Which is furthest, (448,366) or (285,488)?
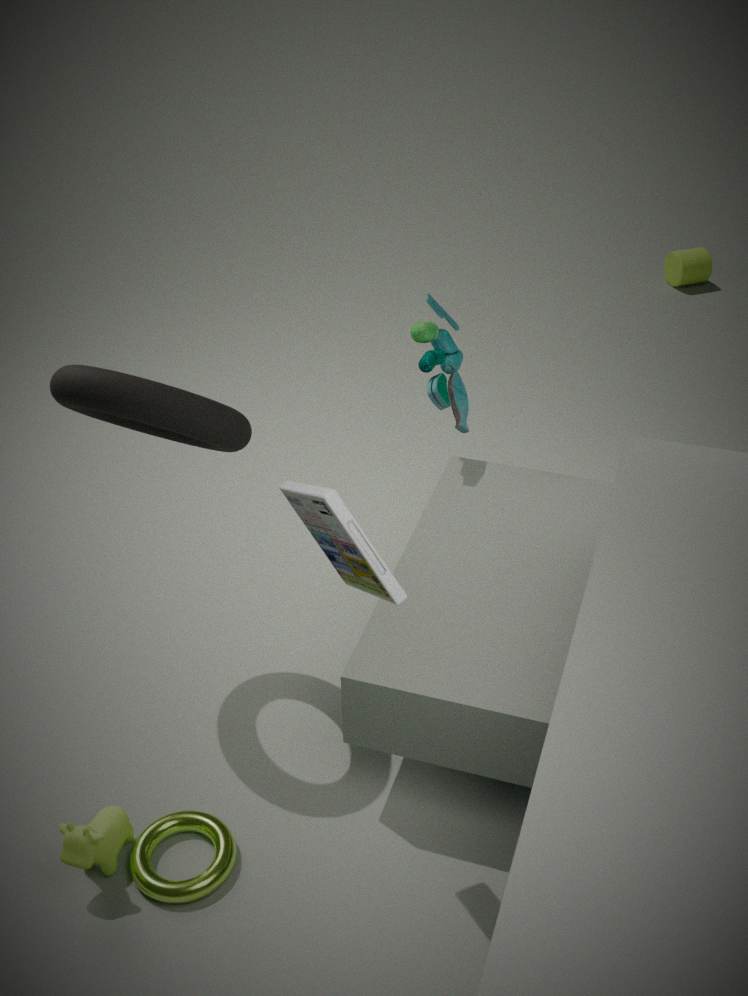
(448,366)
